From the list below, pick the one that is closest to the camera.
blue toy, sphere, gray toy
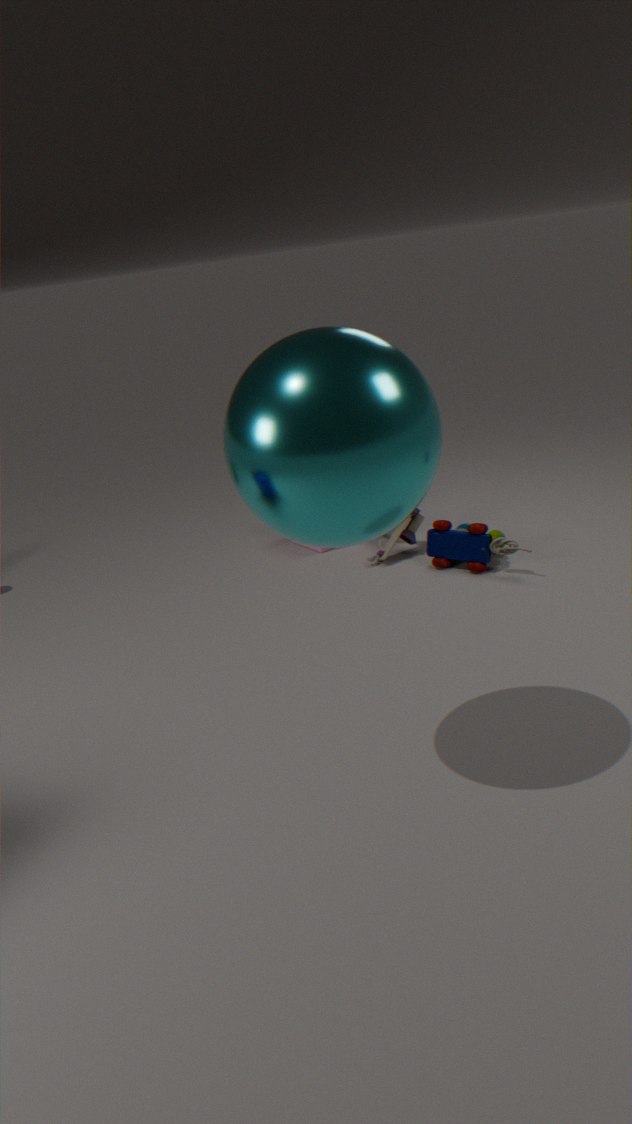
sphere
